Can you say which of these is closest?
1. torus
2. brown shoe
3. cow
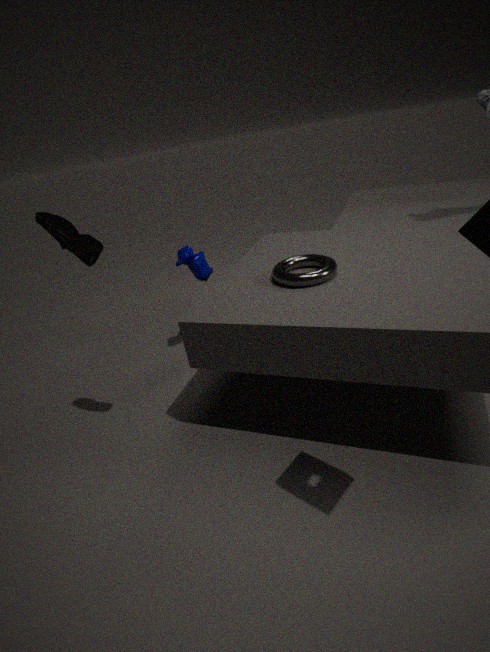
brown shoe
